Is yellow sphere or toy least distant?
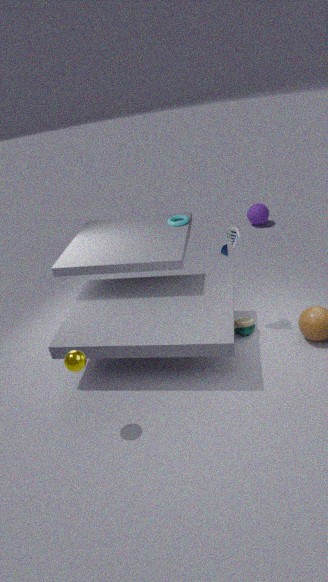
yellow sphere
